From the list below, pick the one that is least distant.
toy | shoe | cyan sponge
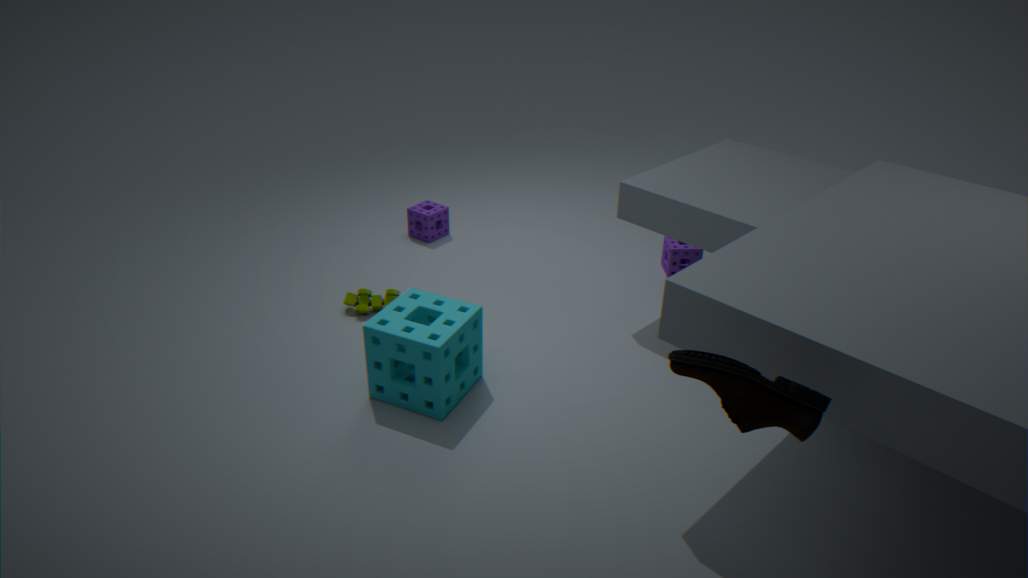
shoe
